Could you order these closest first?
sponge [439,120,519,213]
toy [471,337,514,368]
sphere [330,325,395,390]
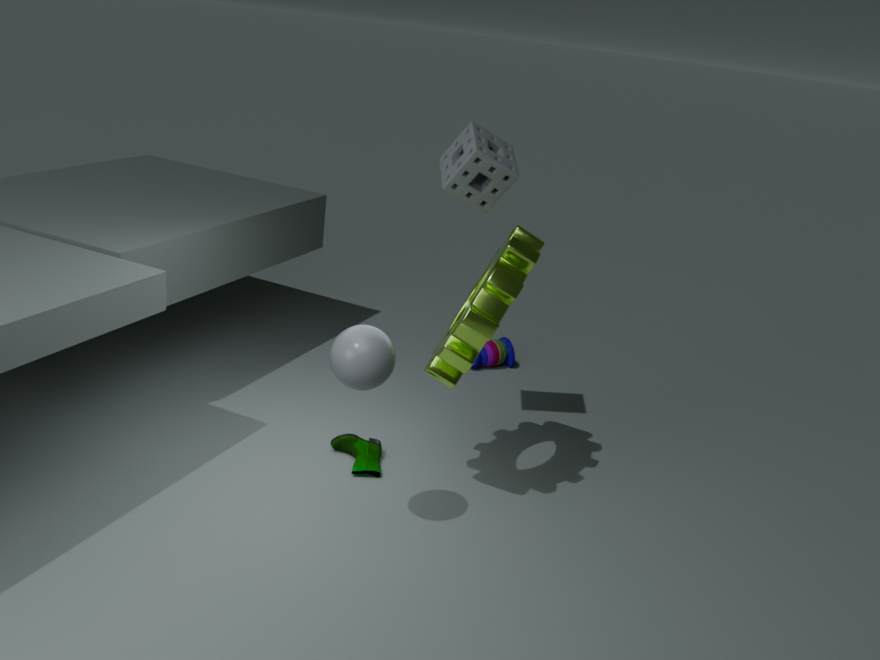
sphere [330,325,395,390] → sponge [439,120,519,213] → toy [471,337,514,368]
